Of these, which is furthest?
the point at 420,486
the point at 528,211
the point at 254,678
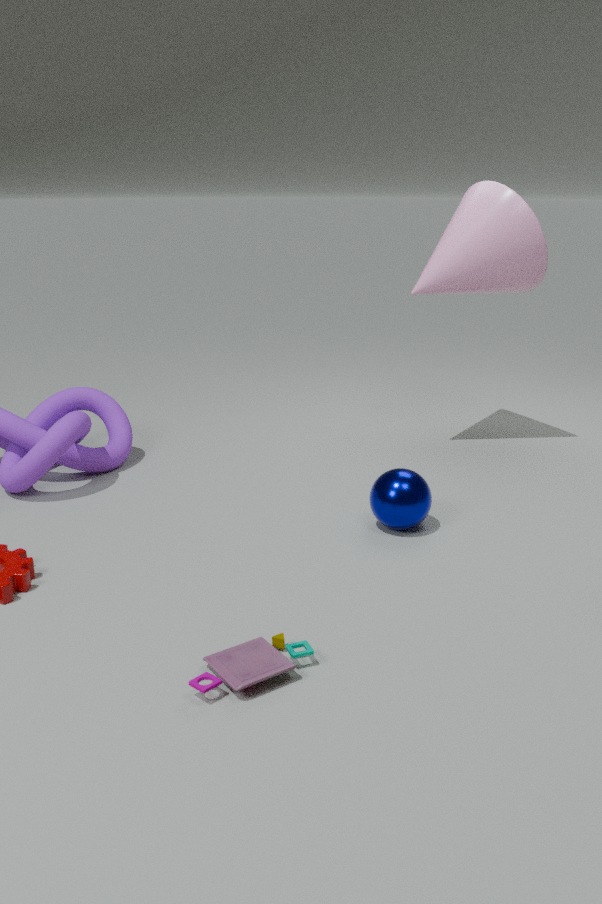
the point at 528,211
